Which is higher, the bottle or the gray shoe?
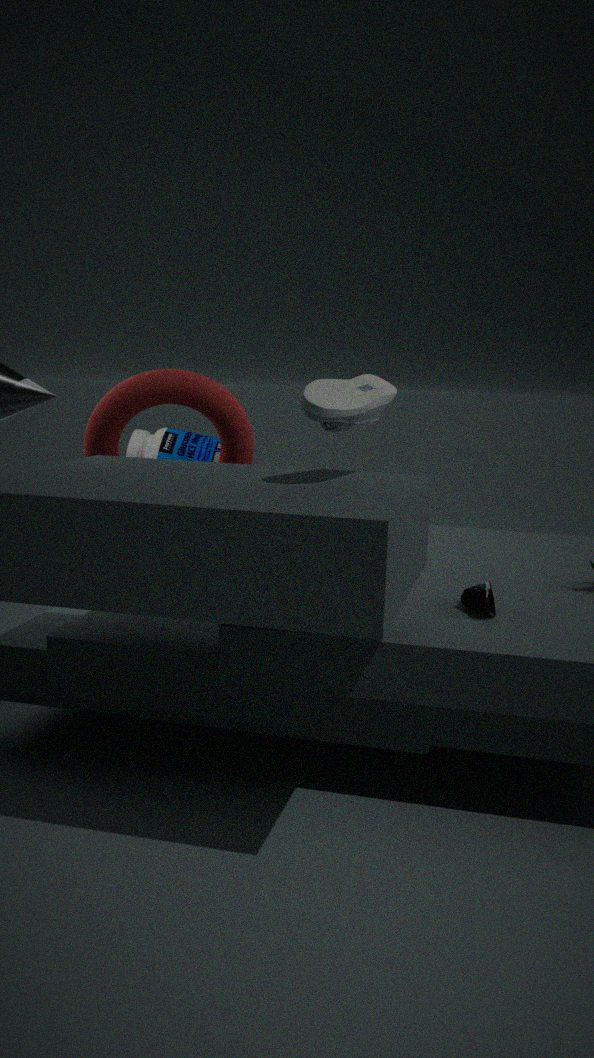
the gray shoe
